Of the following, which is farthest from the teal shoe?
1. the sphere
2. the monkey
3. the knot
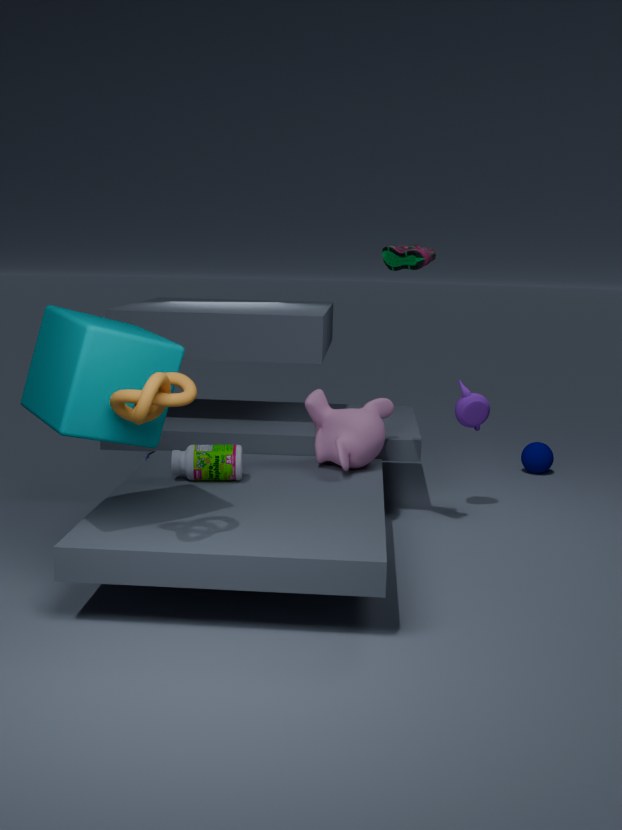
the sphere
